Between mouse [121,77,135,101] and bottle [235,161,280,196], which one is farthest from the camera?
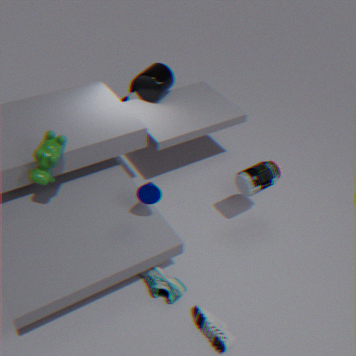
mouse [121,77,135,101]
